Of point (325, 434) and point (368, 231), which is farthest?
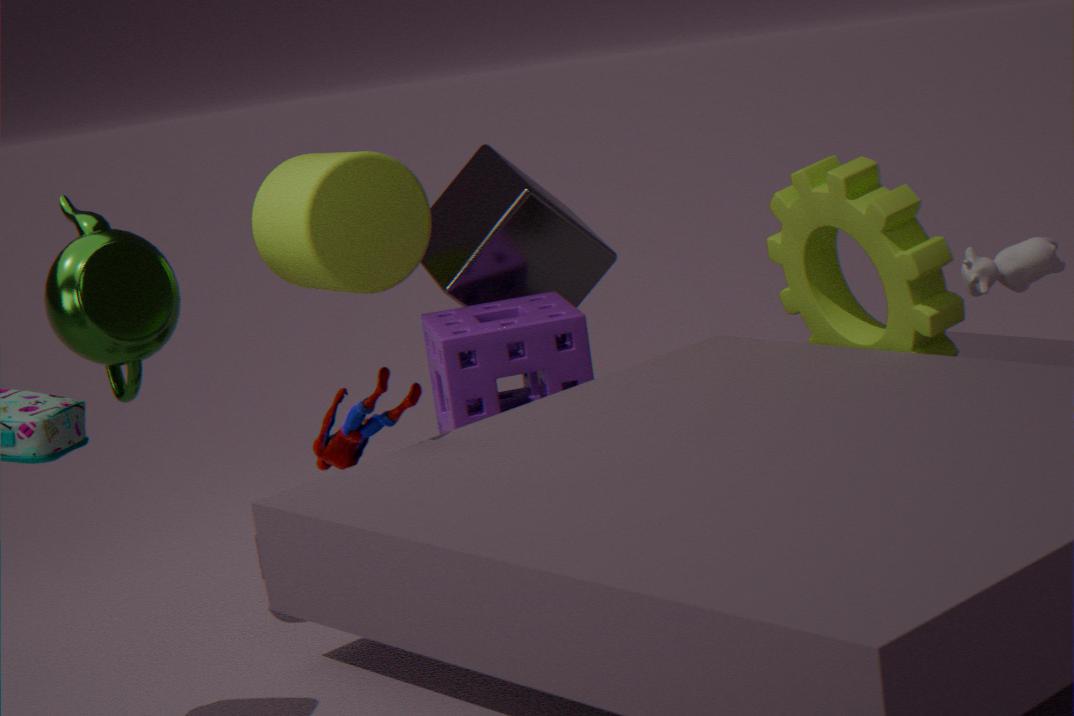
point (368, 231)
